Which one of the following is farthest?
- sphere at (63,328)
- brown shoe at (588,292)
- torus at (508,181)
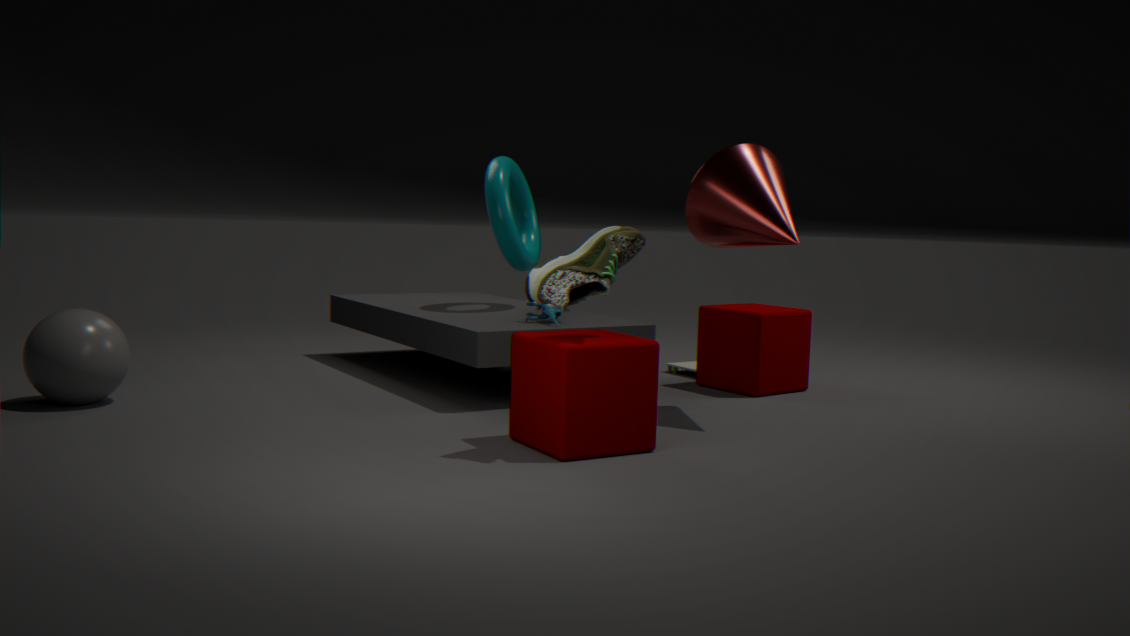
torus at (508,181)
